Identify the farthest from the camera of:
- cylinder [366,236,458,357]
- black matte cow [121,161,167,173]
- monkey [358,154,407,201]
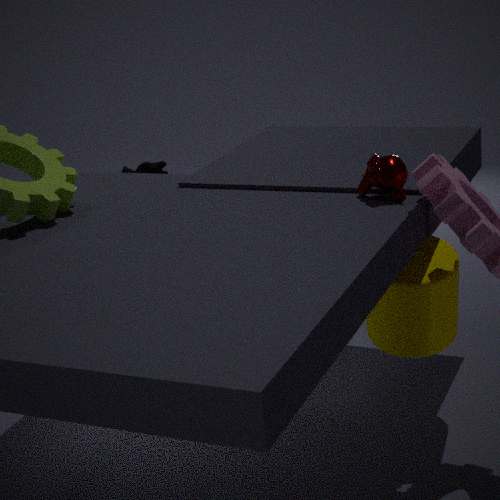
black matte cow [121,161,167,173]
